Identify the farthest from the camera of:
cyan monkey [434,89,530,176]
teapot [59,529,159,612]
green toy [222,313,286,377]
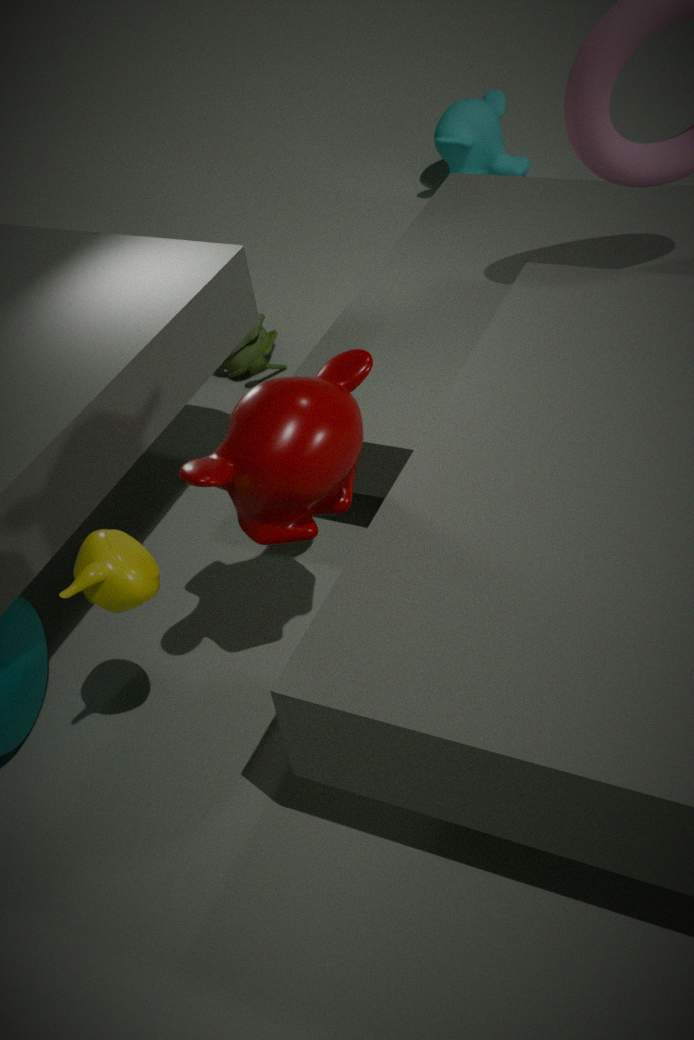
cyan monkey [434,89,530,176]
